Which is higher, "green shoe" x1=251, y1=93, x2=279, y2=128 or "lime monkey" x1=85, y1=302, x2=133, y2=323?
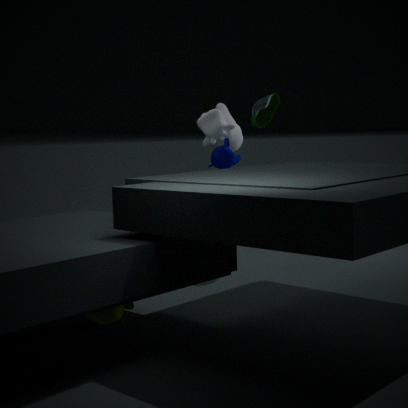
"green shoe" x1=251, y1=93, x2=279, y2=128
